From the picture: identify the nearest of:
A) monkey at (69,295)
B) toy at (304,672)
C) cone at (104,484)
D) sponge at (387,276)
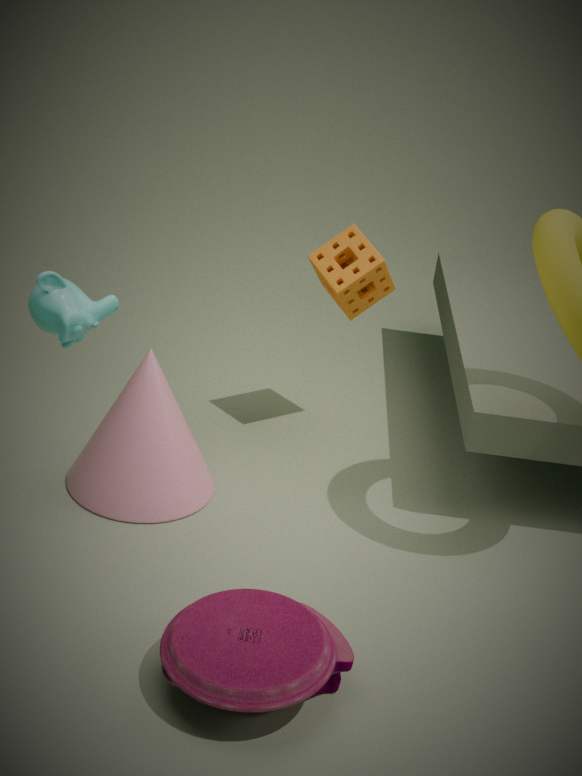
toy at (304,672)
